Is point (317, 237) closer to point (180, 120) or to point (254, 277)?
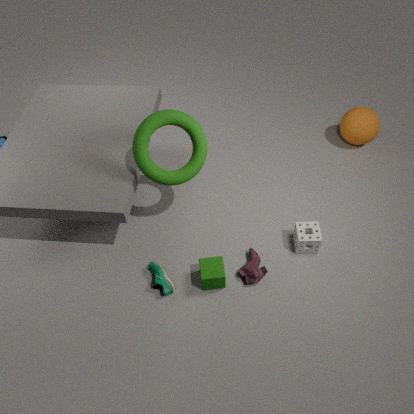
point (254, 277)
